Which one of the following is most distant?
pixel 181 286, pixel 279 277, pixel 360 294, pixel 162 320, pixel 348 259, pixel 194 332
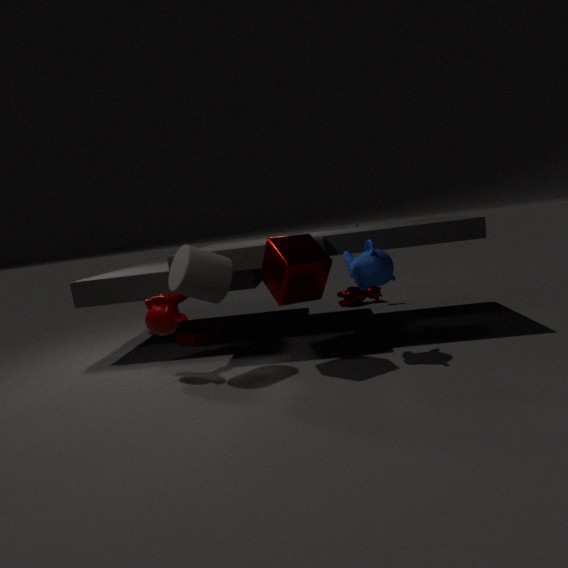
pixel 360 294
